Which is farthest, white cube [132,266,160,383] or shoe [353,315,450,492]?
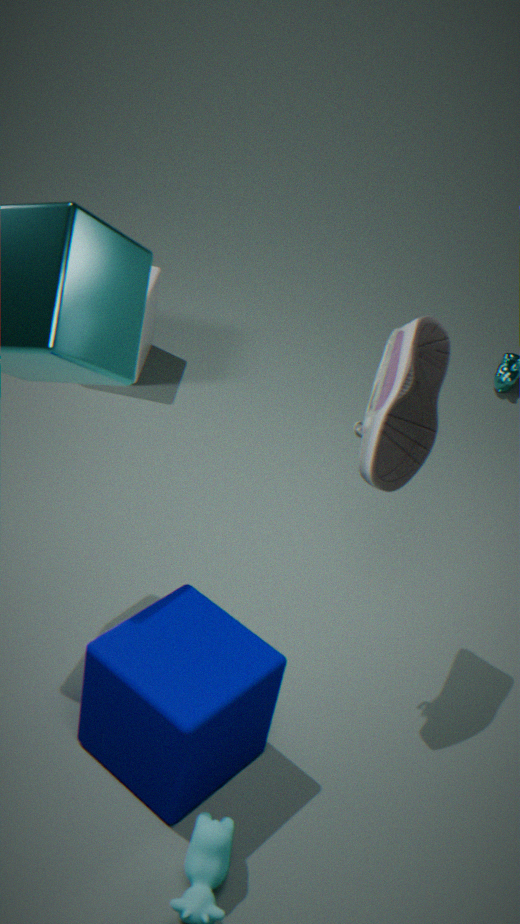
white cube [132,266,160,383]
